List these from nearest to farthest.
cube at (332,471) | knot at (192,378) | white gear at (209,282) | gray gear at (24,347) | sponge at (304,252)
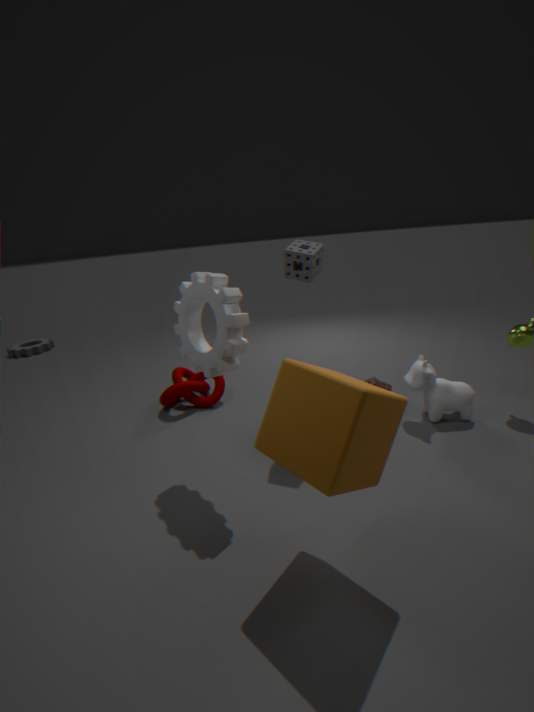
cube at (332,471) < white gear at (209,282) < sponge at (304,252) < knot at (192,378) < gray gear at (24,347)
